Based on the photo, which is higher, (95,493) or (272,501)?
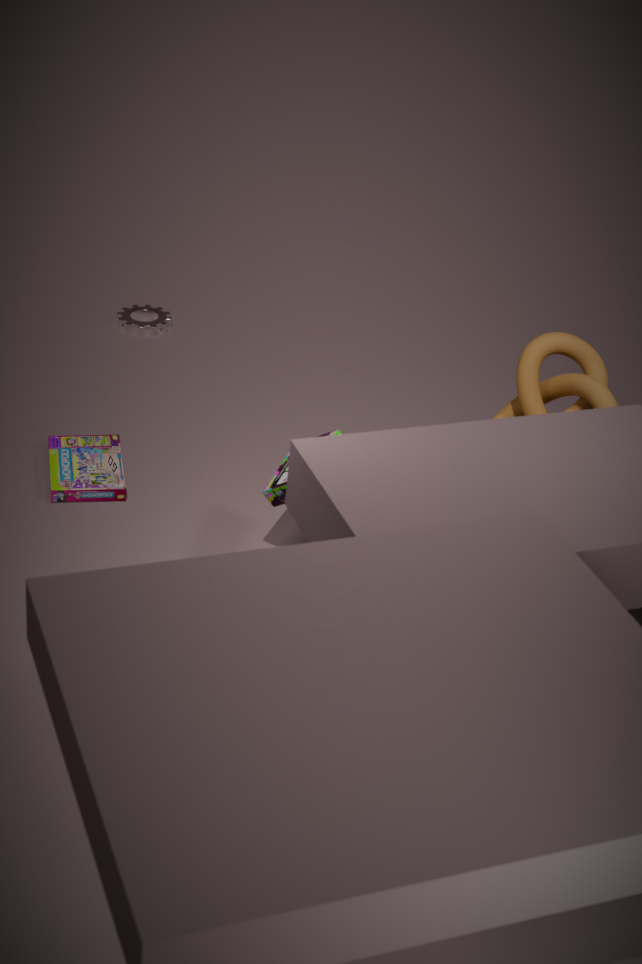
(272,501)
